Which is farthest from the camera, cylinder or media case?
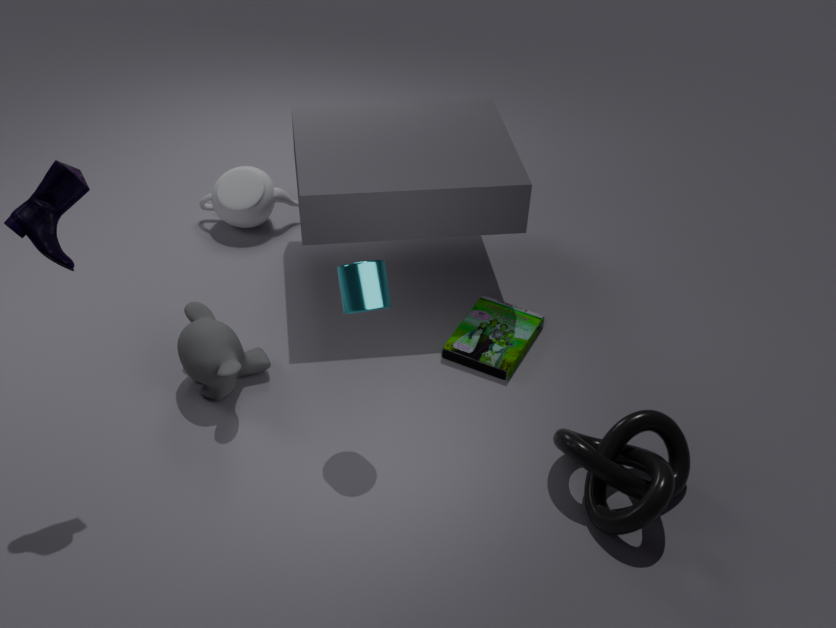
media case
